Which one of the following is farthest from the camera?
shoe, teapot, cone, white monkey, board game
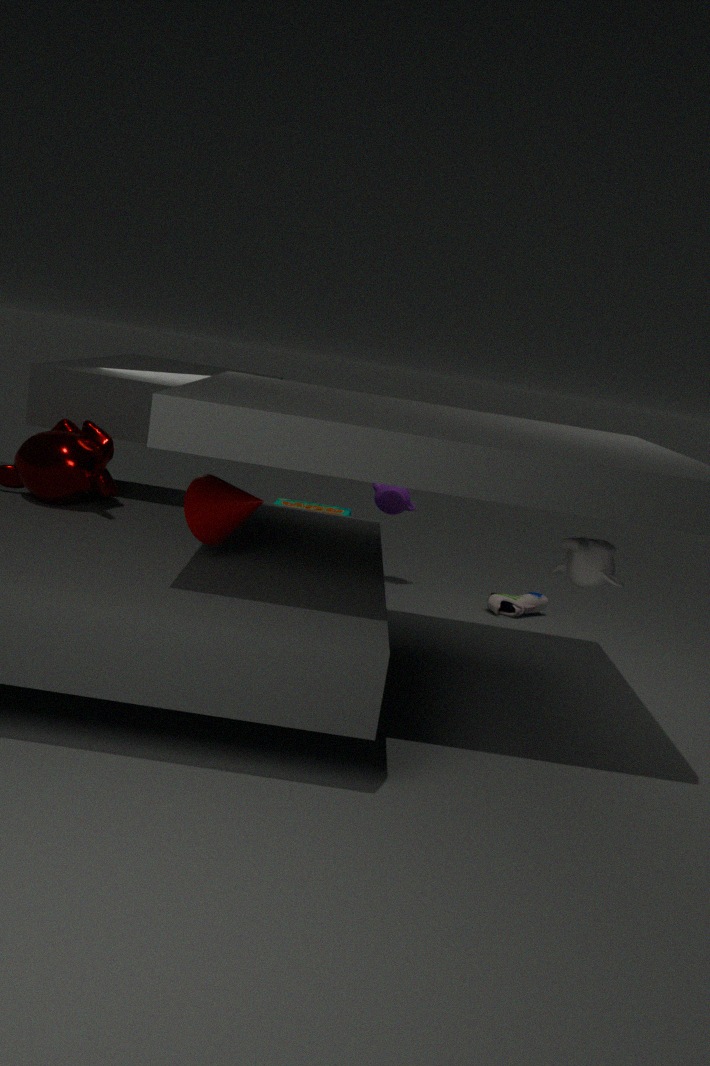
teapot
